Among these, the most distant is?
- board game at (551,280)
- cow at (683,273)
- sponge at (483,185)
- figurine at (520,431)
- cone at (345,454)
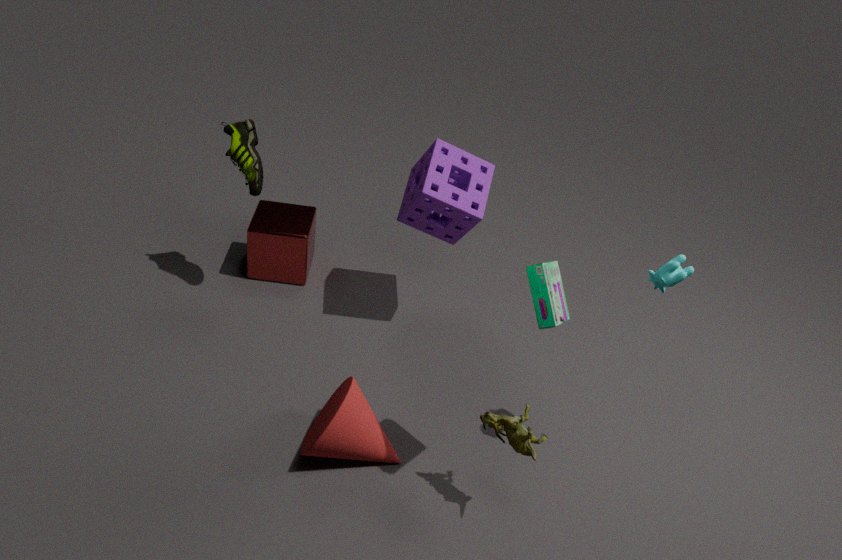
sponge at (483,185)
